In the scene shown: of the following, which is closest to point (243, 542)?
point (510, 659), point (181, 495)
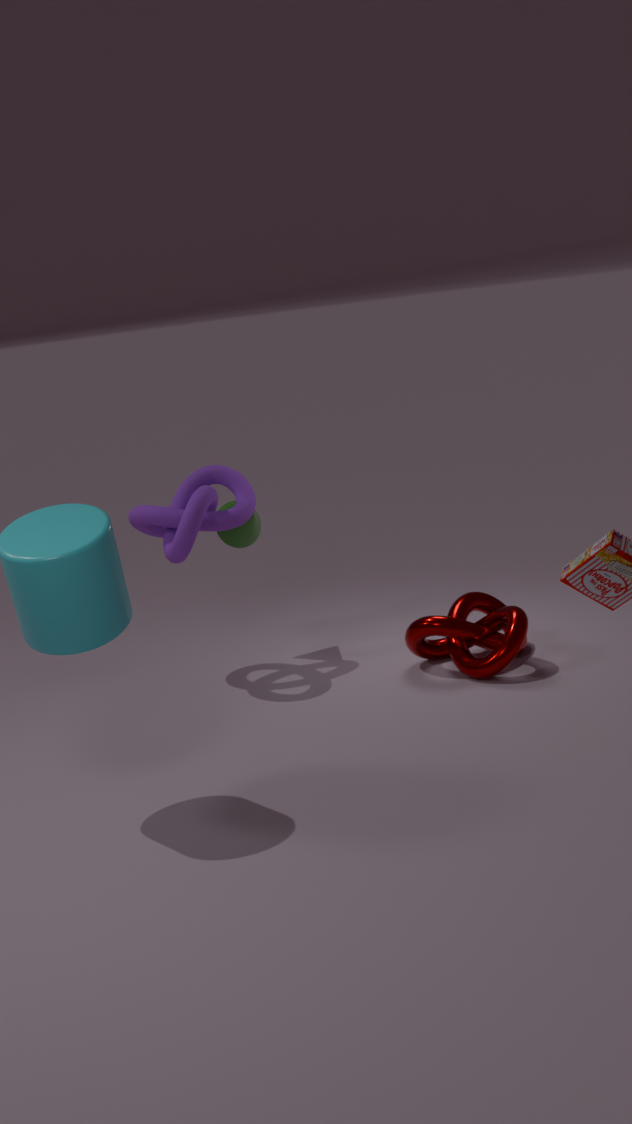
point (181, 495)
